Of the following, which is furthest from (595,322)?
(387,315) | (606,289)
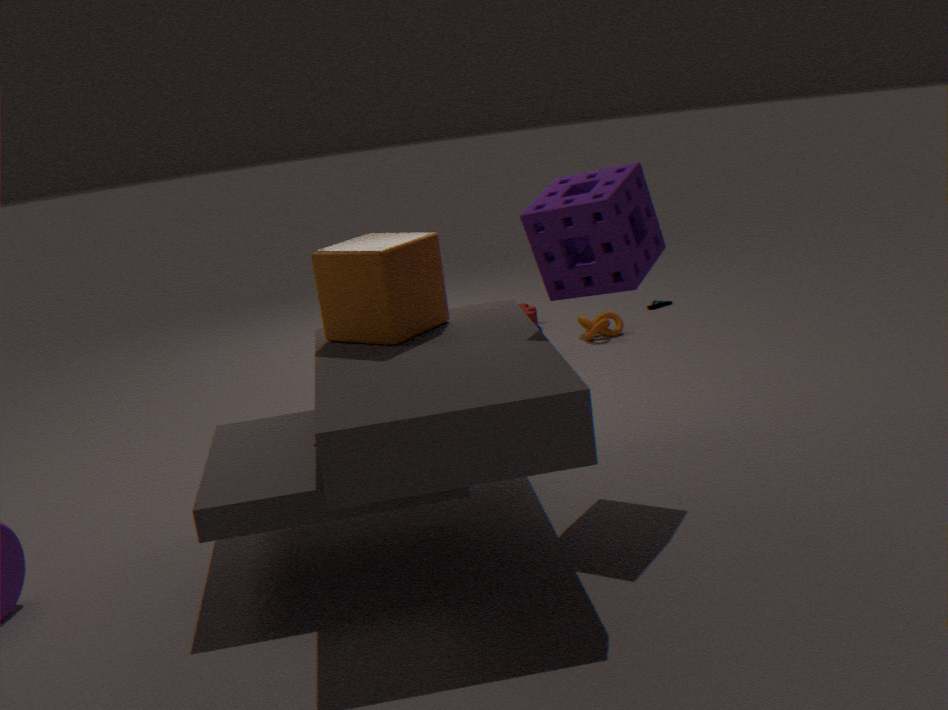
(387,315)
